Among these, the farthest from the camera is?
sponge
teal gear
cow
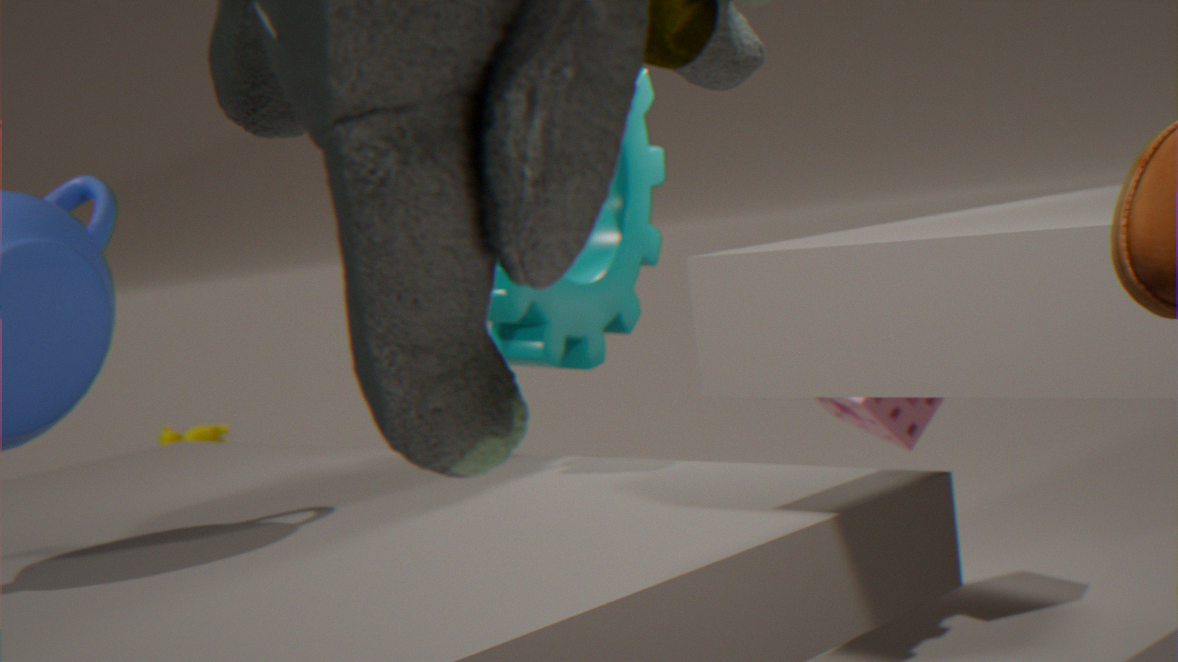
cow
